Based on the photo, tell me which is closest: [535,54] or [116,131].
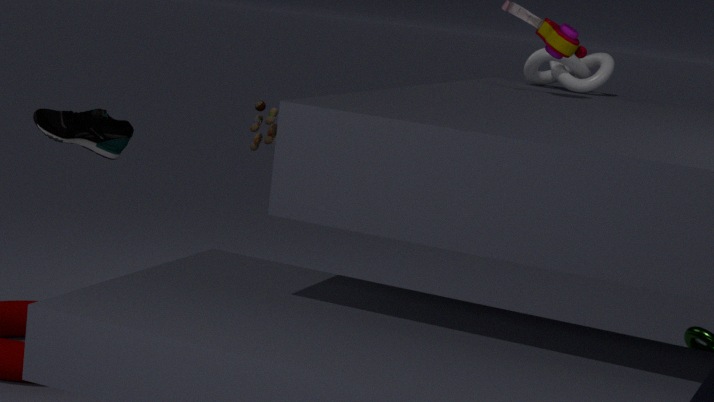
[116,131]
